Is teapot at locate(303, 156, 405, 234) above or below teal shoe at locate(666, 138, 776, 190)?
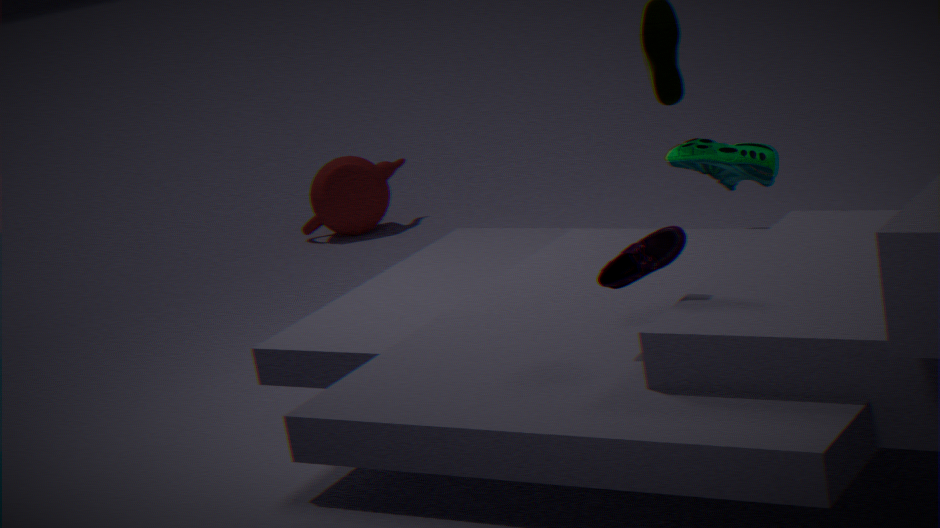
below
